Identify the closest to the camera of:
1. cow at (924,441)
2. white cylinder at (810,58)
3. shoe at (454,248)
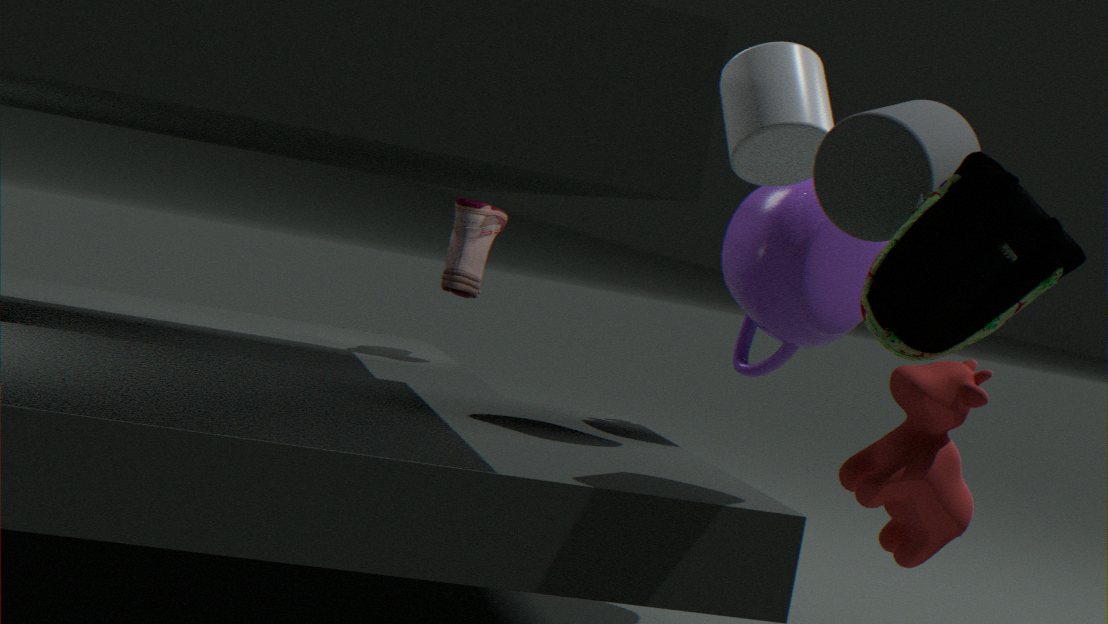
cow at (924,441)
